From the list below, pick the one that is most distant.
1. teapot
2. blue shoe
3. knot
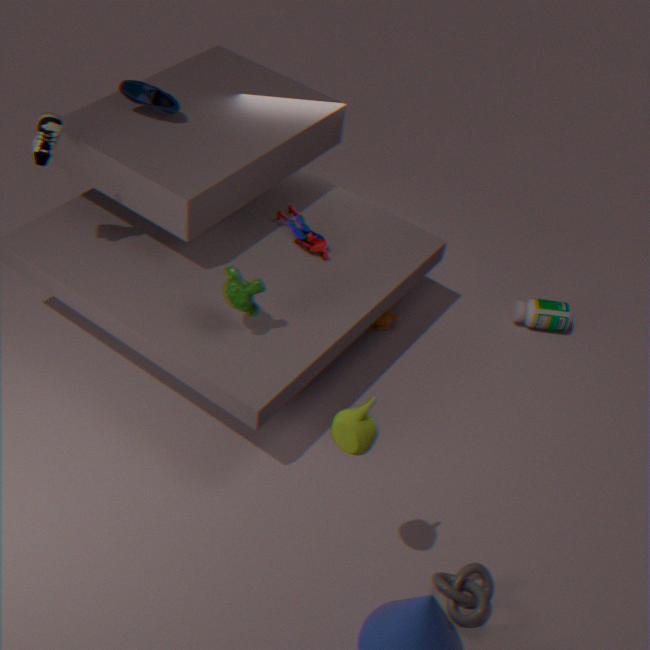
blue shoe
